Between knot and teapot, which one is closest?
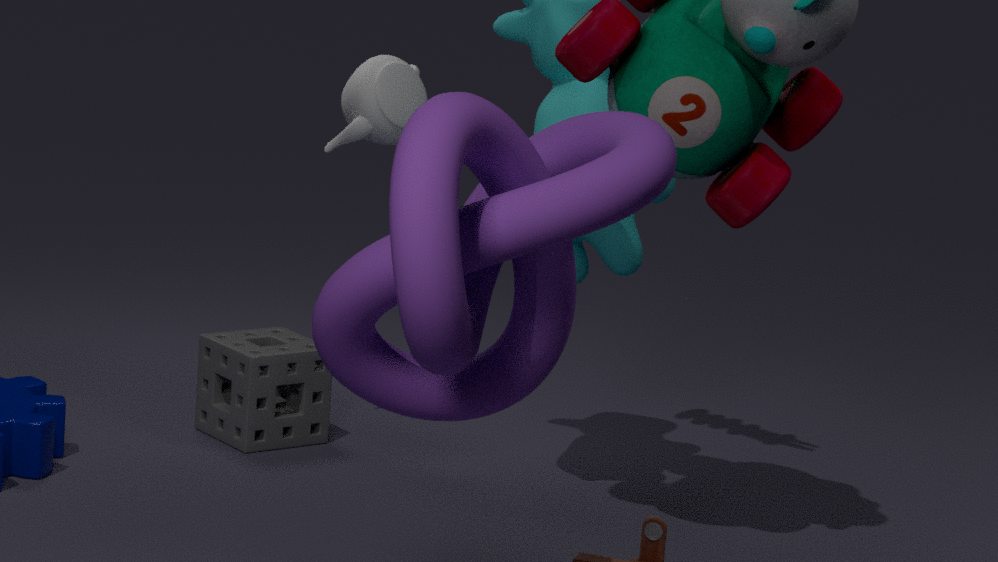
knot
